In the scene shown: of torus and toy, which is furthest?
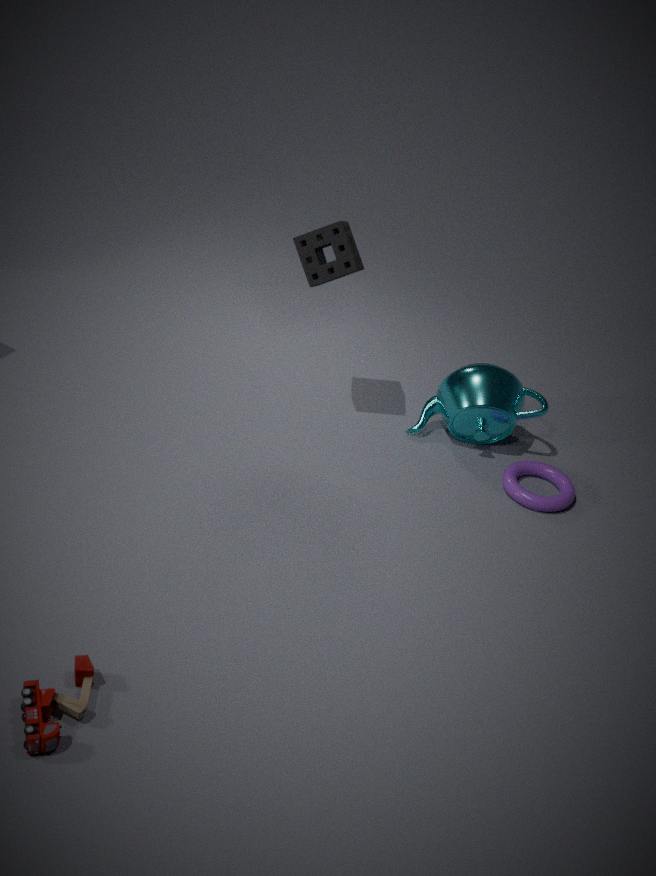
torus
